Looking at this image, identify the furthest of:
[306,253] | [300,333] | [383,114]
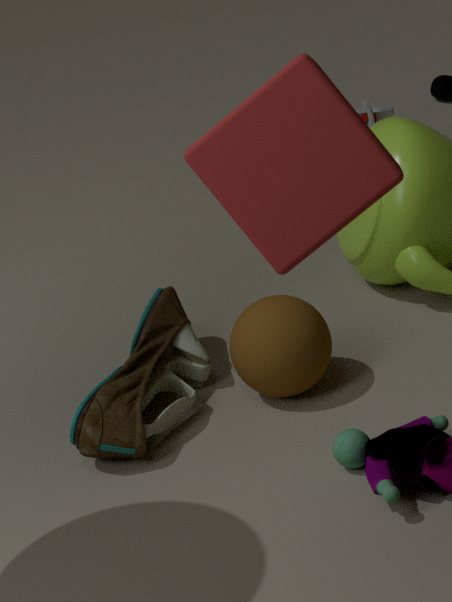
[383,114]
